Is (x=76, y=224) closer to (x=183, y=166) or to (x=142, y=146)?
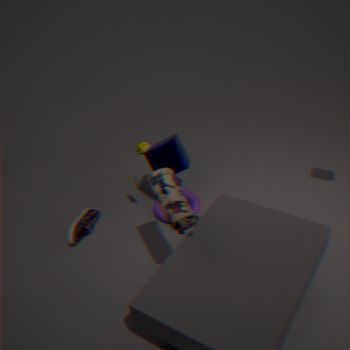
(x=183, y=166)
